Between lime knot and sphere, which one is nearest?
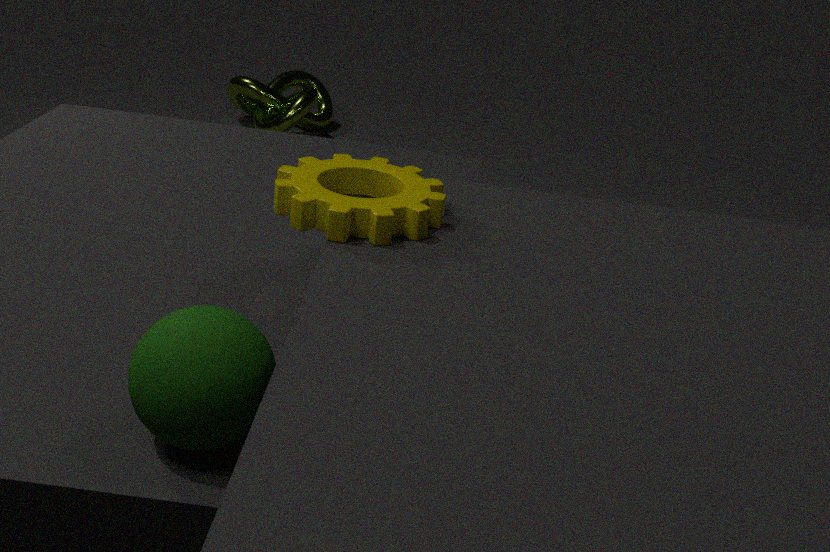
sphere
